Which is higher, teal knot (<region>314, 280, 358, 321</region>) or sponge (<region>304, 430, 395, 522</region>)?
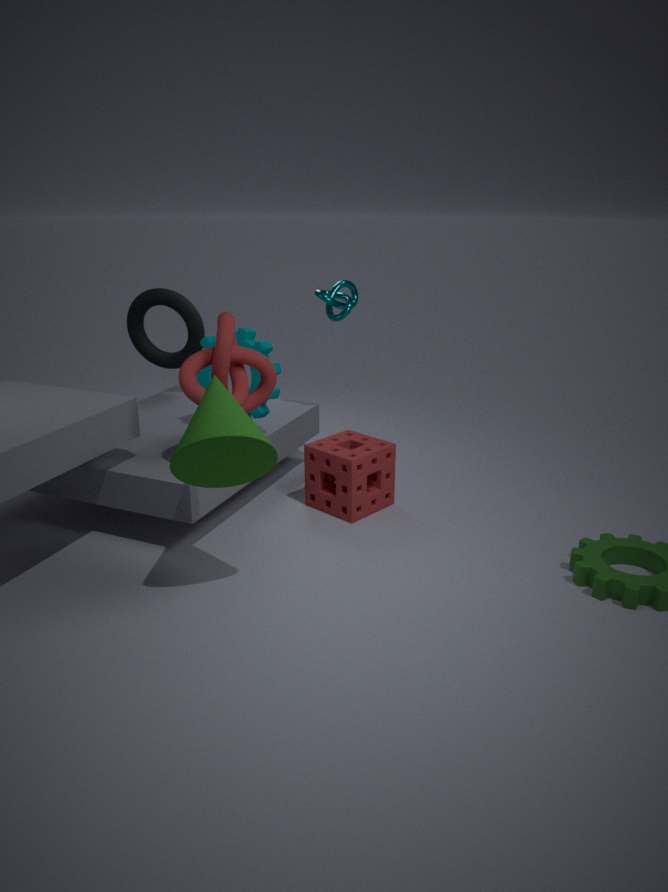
teal knot (<region>314, 280, 358, 321</region>)
